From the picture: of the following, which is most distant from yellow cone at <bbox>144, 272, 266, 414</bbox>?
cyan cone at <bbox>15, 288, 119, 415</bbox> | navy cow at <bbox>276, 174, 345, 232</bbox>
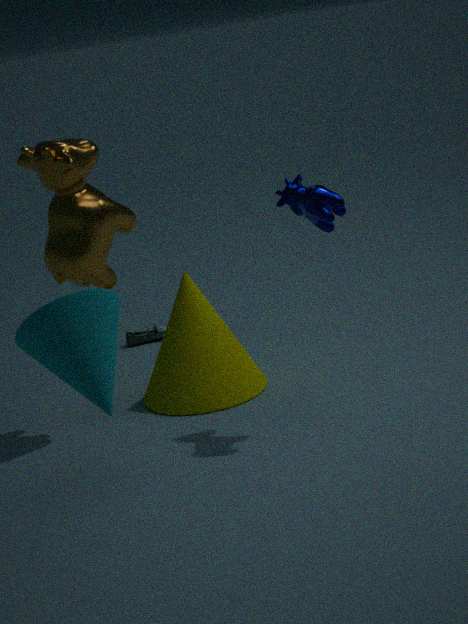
cyan cone at <bbox>15, 288, 119, 415</bbox>
